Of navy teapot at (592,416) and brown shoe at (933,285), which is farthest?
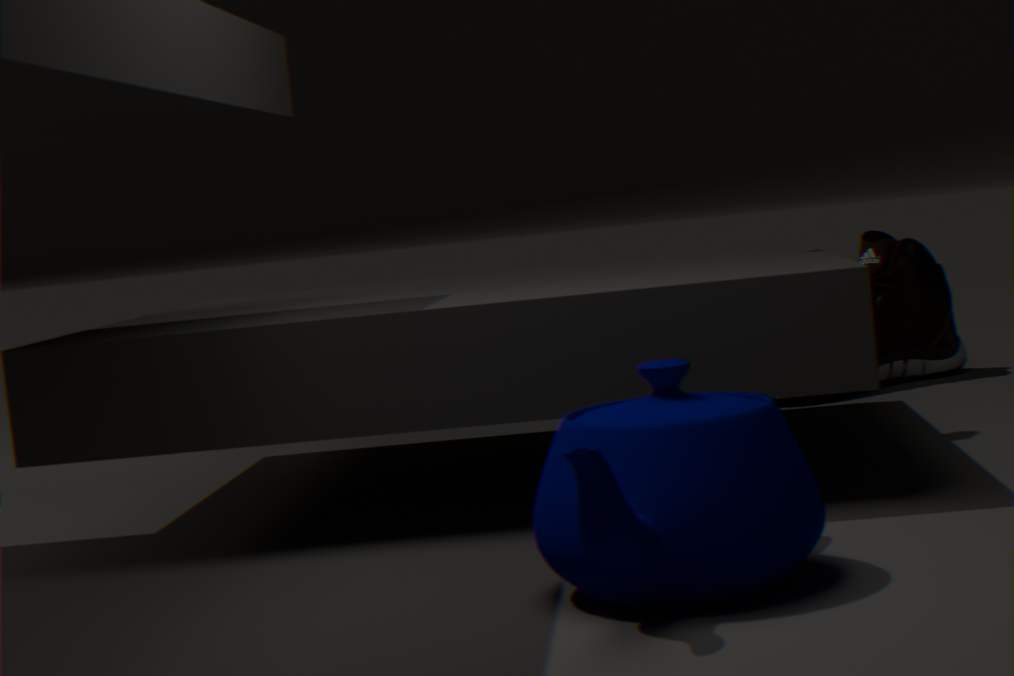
brown shoe at (933,285)
